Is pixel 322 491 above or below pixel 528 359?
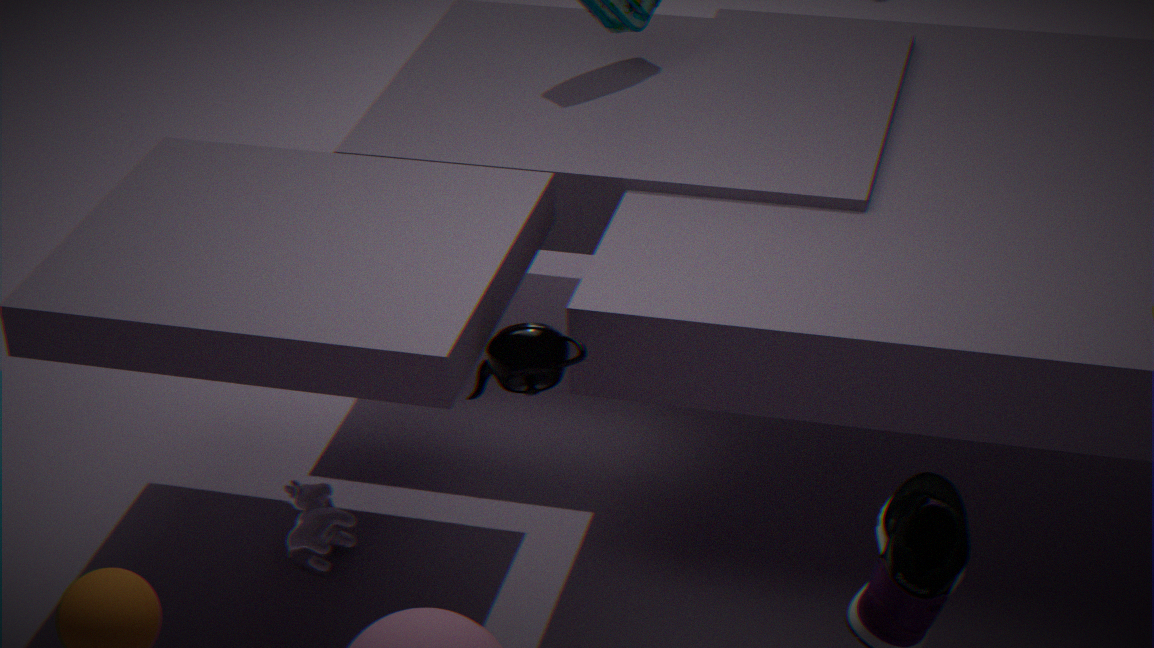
below
